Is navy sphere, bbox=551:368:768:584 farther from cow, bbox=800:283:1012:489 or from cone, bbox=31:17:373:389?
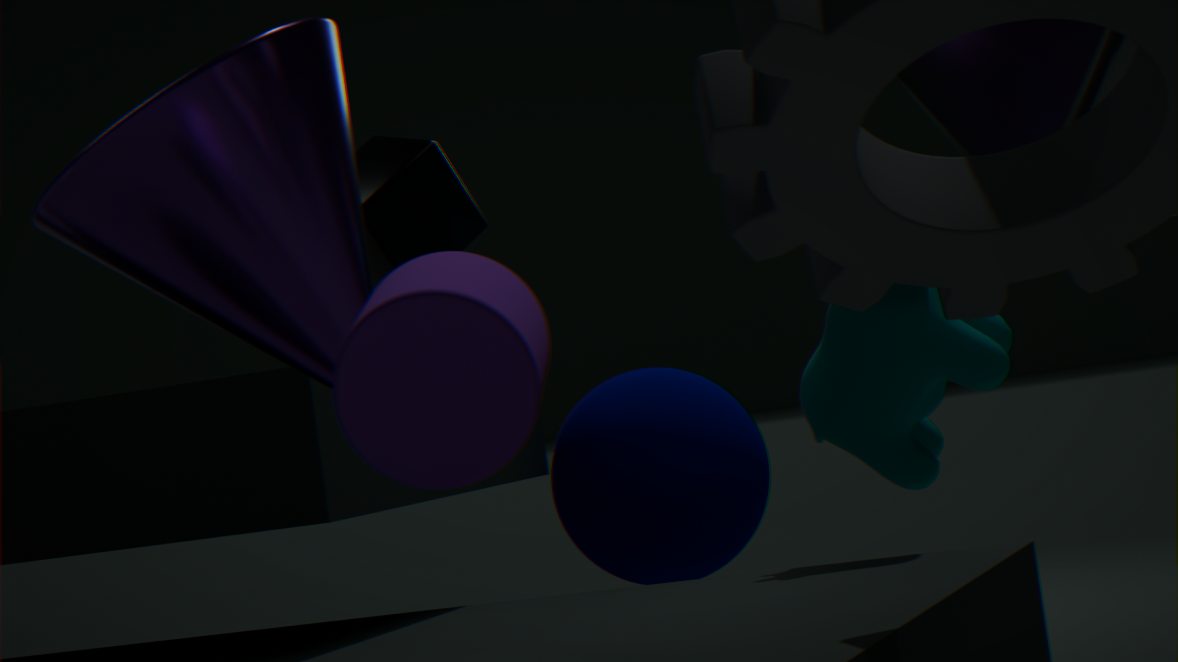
cone, bbox=31:17:373:389
